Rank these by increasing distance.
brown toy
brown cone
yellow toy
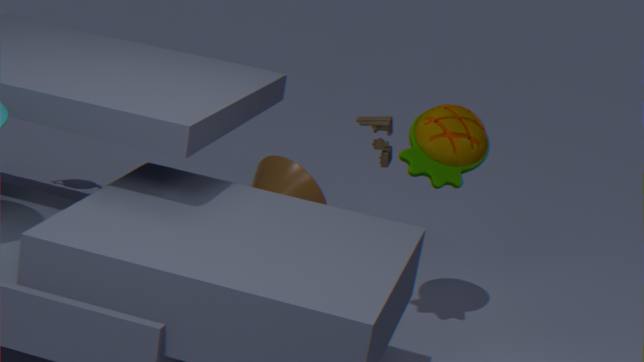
1. yellow toy
2. brown toy
3. brown cone
